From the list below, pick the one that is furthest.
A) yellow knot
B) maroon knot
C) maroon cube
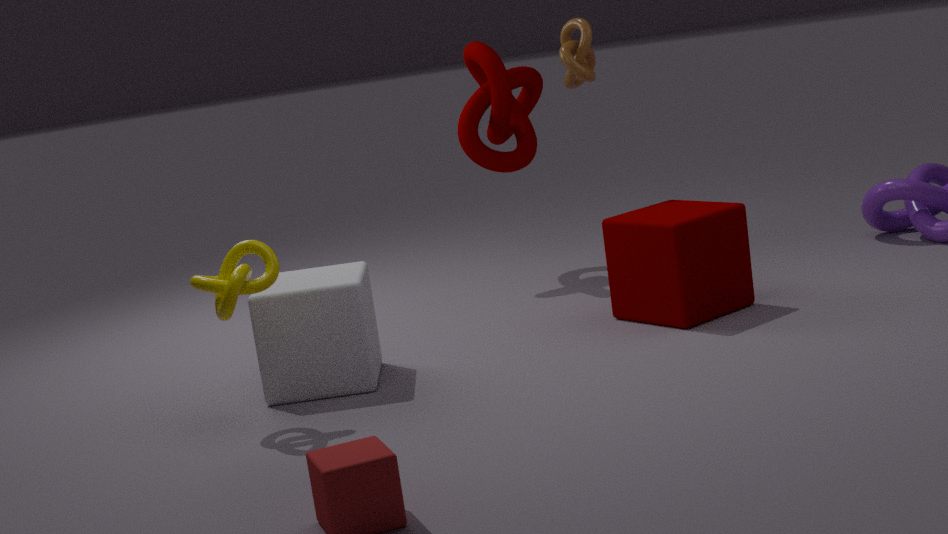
maroon knot
